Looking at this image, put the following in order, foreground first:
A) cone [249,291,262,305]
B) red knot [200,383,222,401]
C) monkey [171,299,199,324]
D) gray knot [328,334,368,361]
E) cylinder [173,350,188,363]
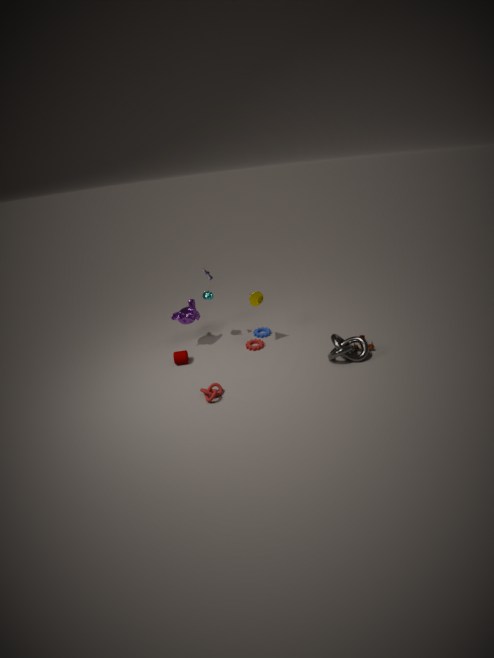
red knot [200,383,222,401] → gray knot [328,334,368,361] → cone [249,291,262,305] → cylinder [173,350,188,363] → monkey [171,299,199,324]
